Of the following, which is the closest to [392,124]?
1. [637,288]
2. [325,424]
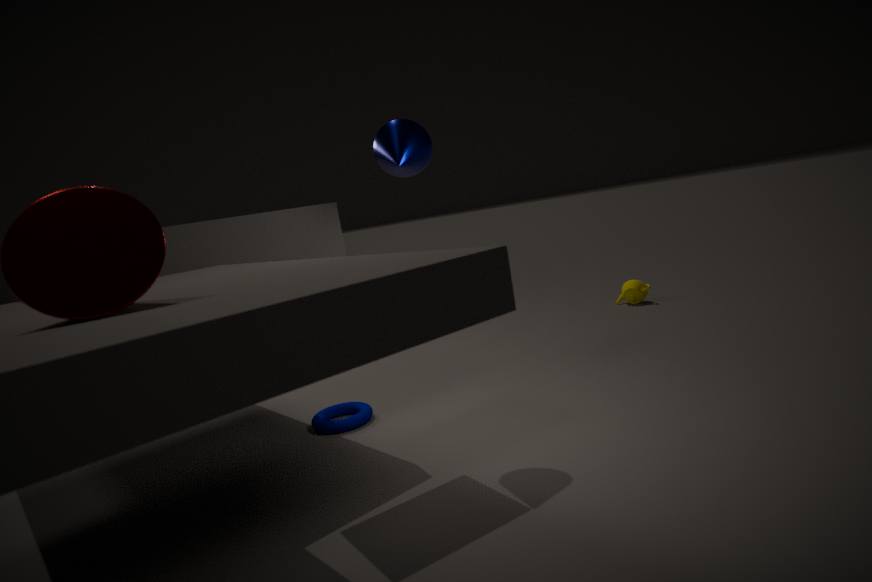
[325,424]
